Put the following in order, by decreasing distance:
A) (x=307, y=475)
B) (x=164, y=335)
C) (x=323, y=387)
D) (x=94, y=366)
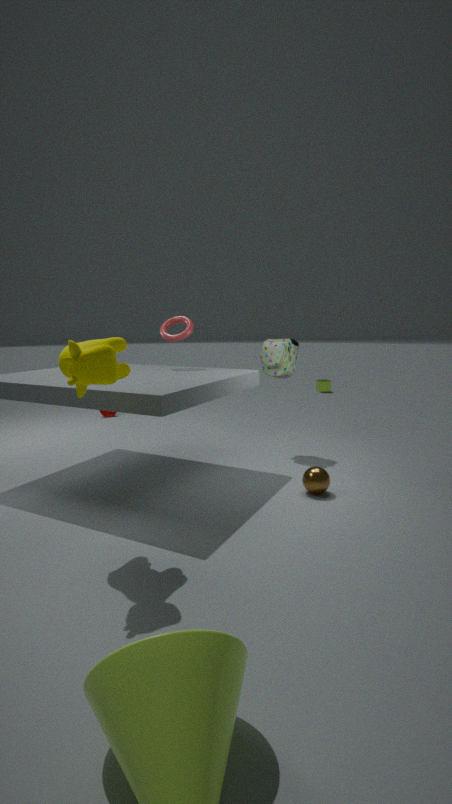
(x=323, y=387) → (x=164, y=335) → (x=307, y=475) → (x=94, y=366)
